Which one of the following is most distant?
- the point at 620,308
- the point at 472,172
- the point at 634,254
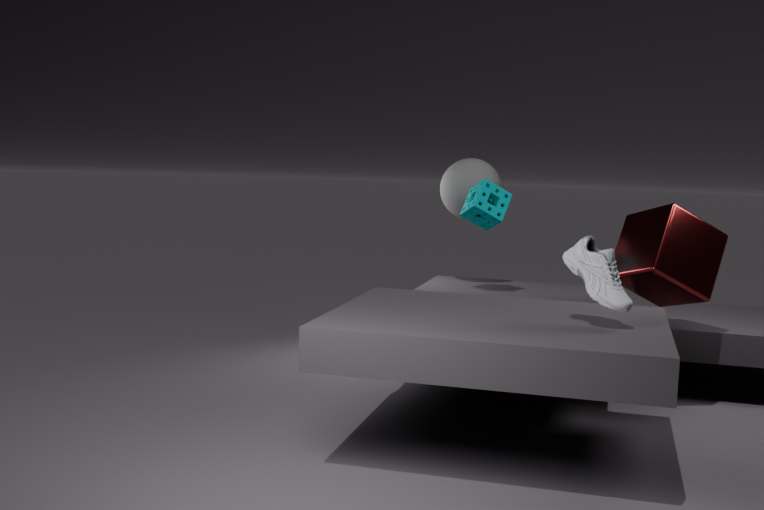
the point at 472,172
